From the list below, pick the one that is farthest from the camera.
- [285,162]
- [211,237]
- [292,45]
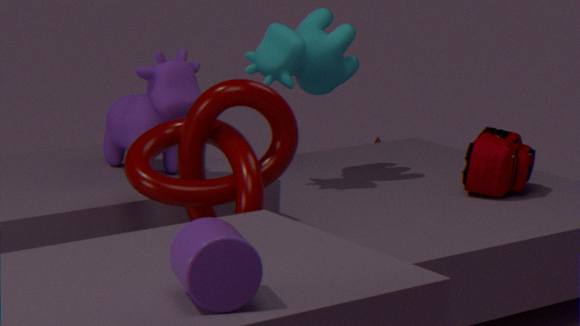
[292,45]
